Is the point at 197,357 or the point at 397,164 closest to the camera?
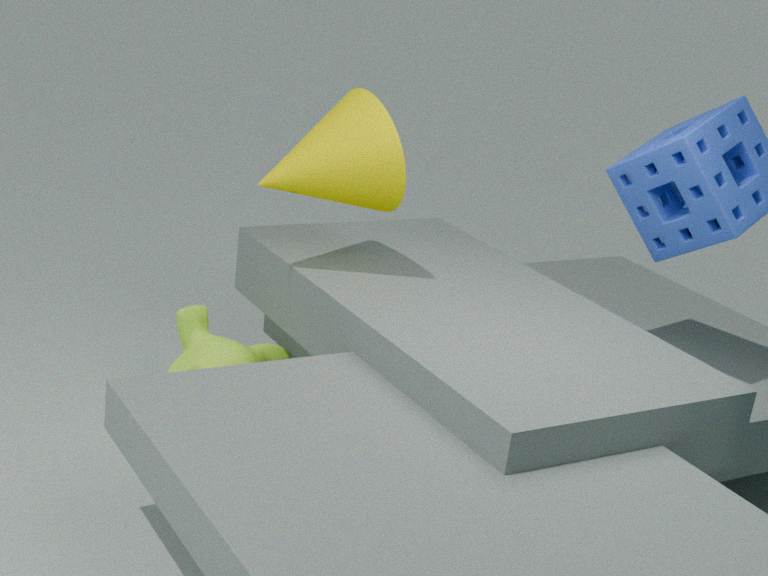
the point at 397,164
